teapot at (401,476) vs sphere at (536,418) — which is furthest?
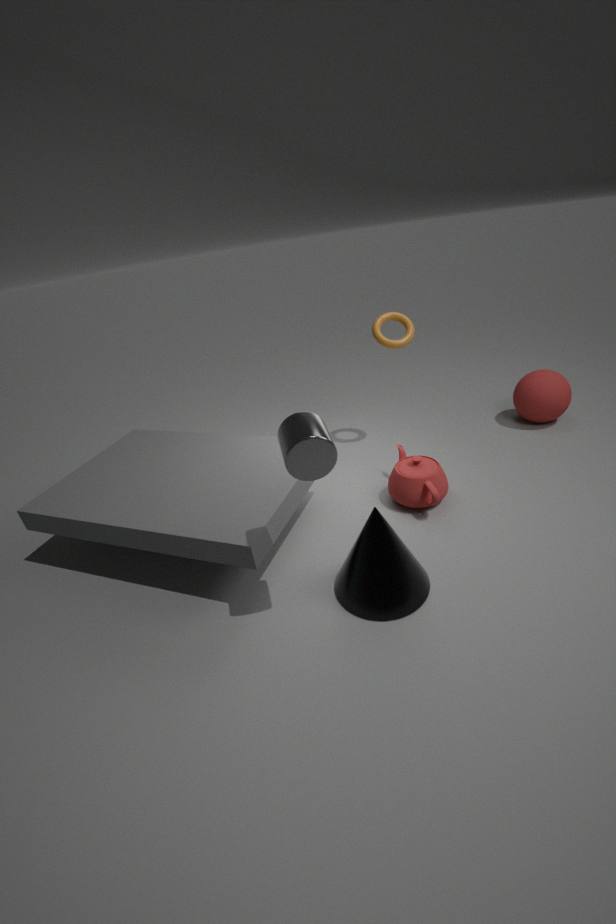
sphere at (536,418)
